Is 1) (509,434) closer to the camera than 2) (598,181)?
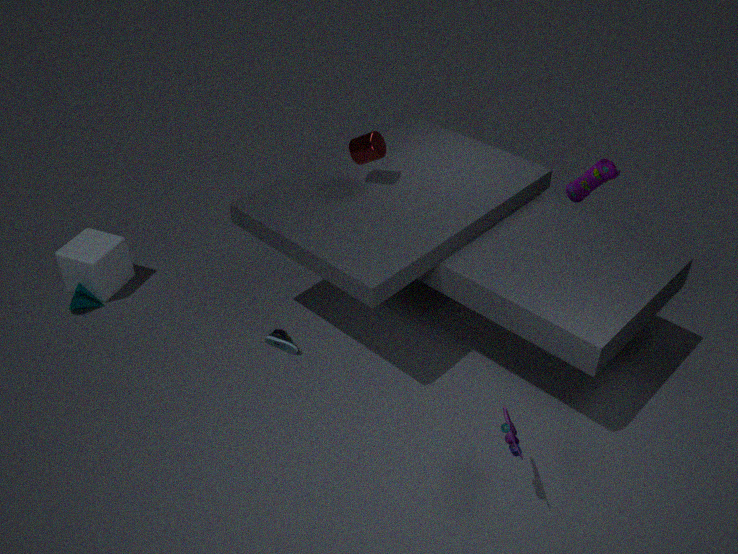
Yes
